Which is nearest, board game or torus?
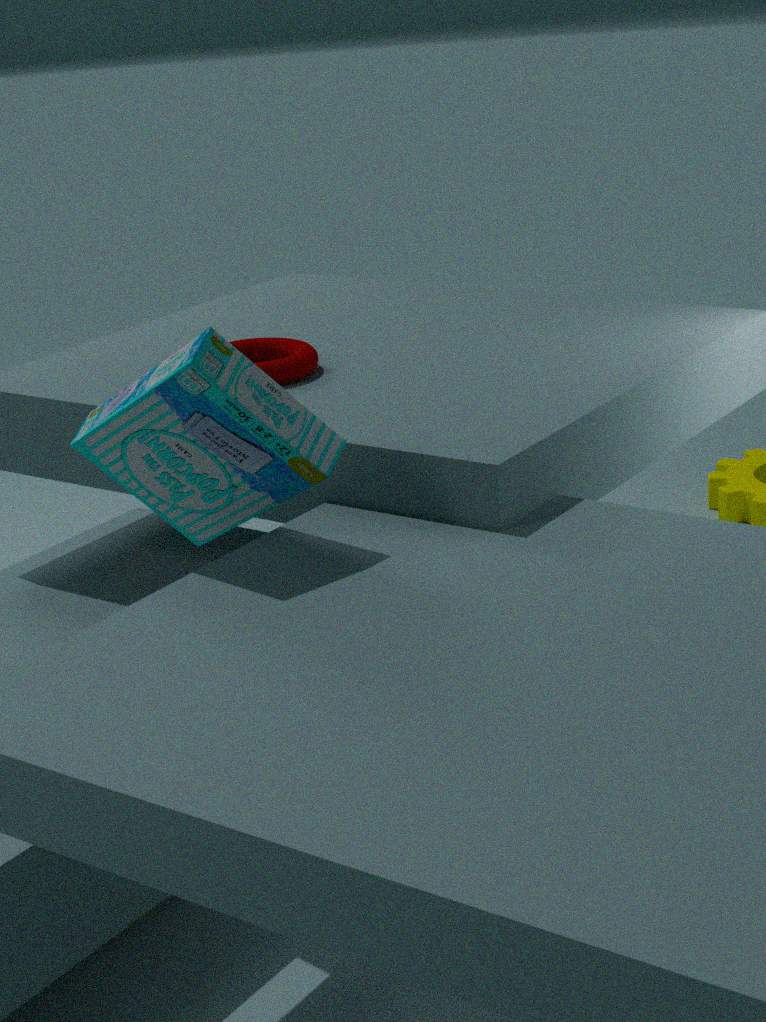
board game
